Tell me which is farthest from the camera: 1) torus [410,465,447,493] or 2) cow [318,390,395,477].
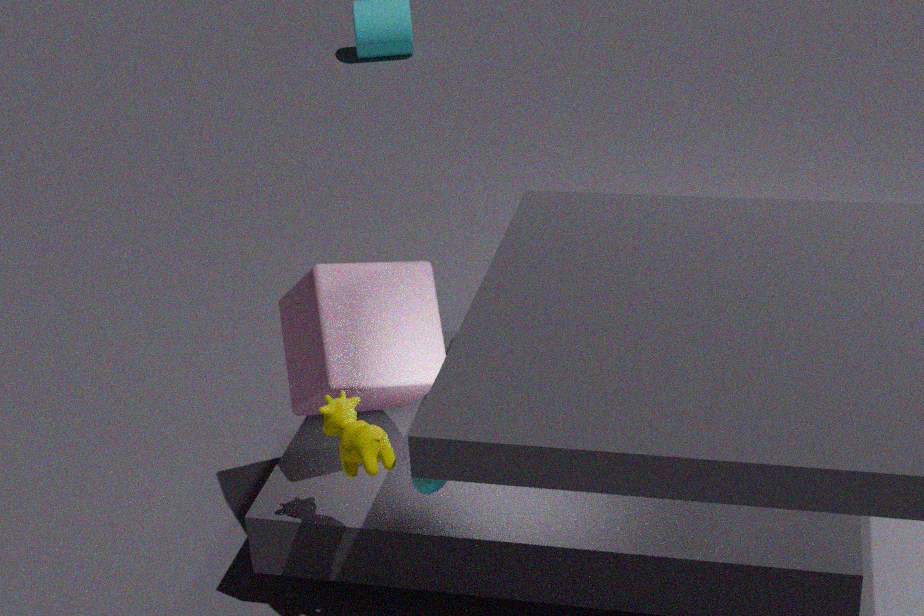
2. cow [318,390,395,477]
